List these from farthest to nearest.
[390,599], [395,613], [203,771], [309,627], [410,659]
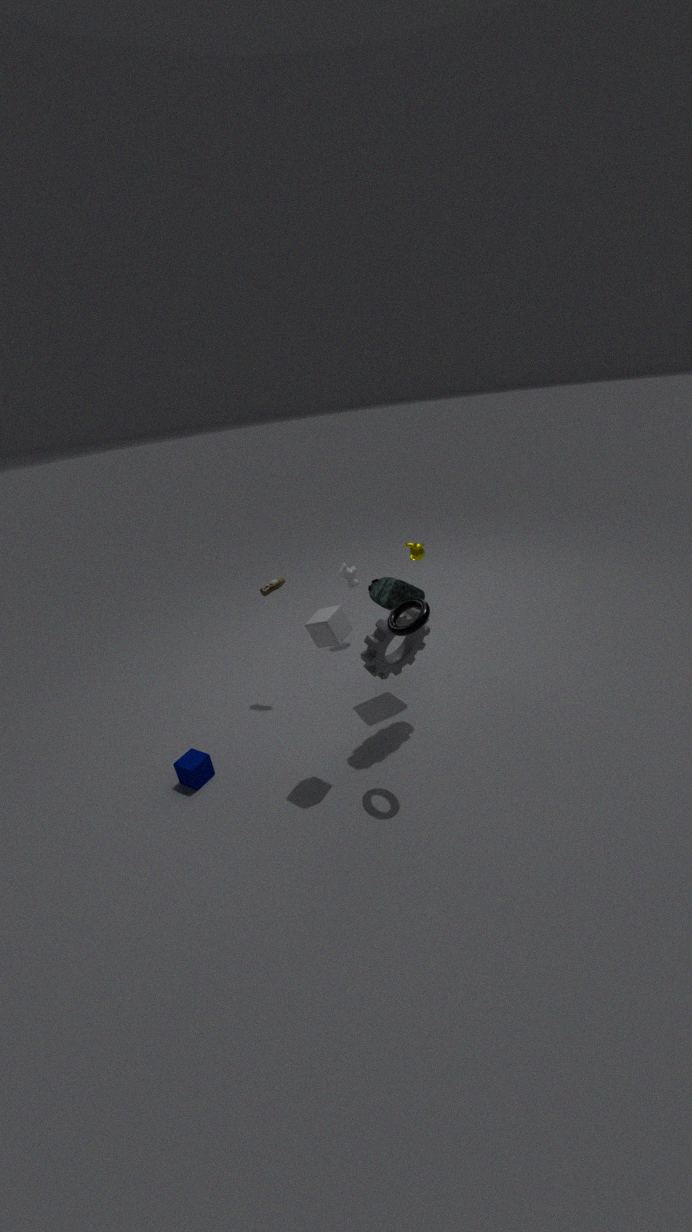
1. [390,599]
2. [410,659]
3. [203,771]
4. [309,627]
5. [395,613]
